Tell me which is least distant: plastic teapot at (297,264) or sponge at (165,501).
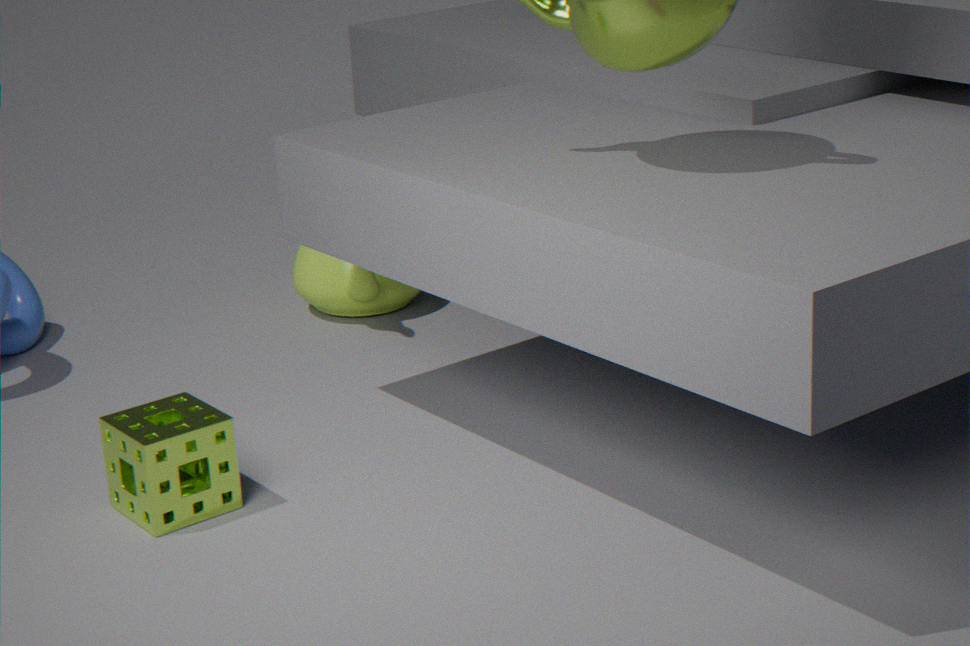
sponge at (165,501)
